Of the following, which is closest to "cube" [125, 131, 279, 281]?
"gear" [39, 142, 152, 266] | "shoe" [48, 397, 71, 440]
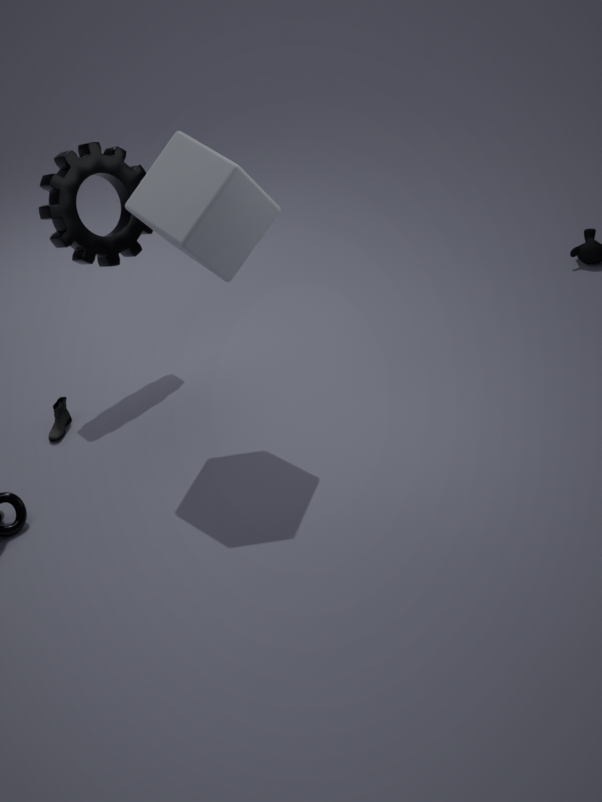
"gear" [39, 142, 152, 266]
